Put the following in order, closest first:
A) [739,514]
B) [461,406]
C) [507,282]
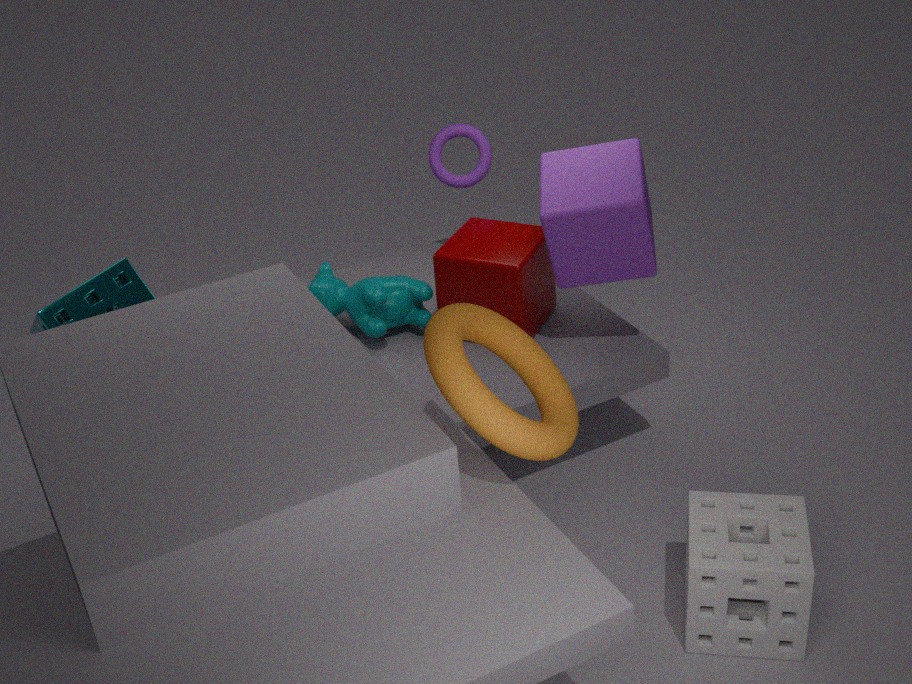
[461,406], [739,514], [507,282]
